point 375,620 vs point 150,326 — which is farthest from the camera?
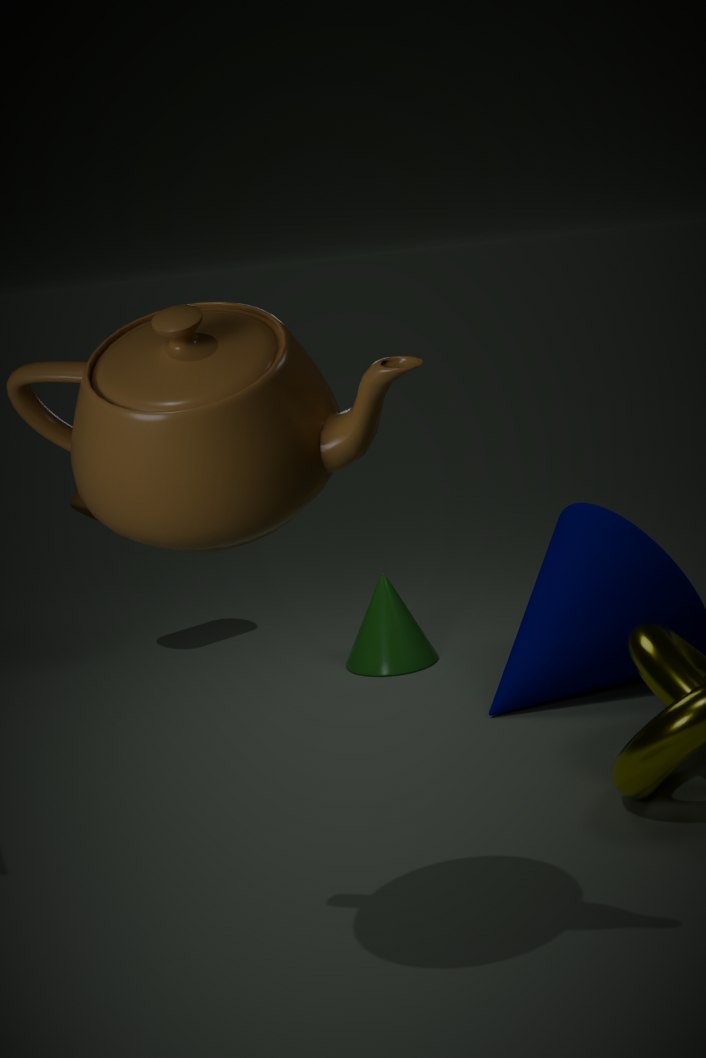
point 375,620
